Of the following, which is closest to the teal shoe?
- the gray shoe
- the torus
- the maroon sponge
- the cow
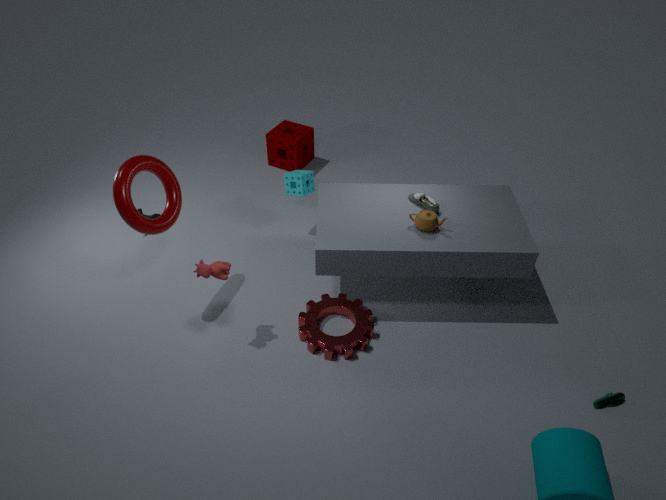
the gray shoe
